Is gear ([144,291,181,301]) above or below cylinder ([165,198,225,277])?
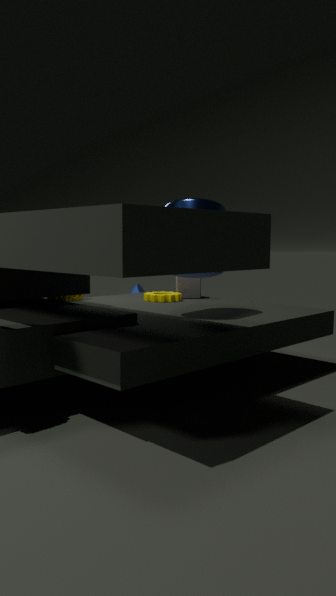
below
